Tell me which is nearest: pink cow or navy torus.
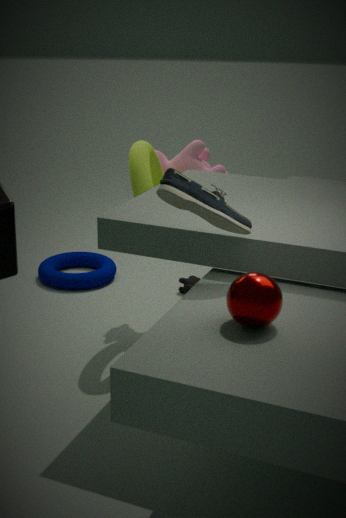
pink cow
